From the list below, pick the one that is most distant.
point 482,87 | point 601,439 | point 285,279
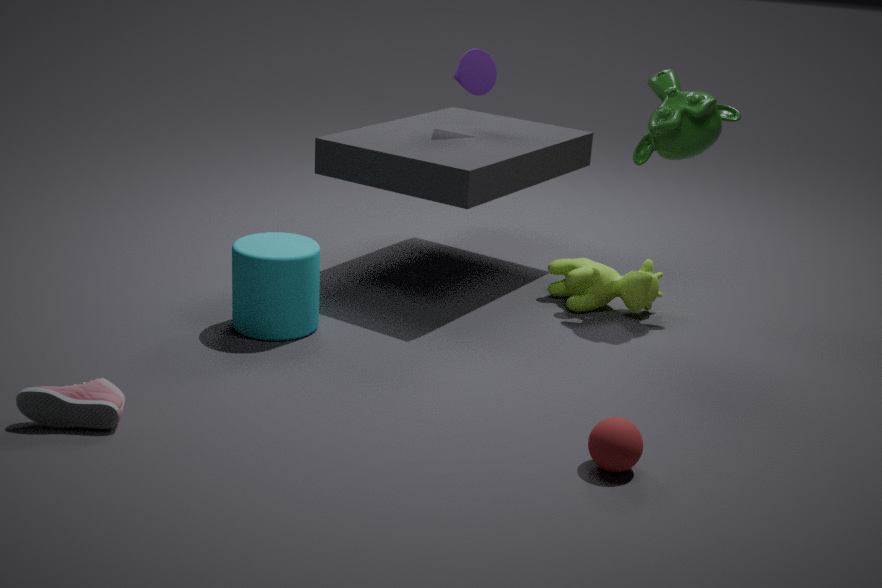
point 482,87
